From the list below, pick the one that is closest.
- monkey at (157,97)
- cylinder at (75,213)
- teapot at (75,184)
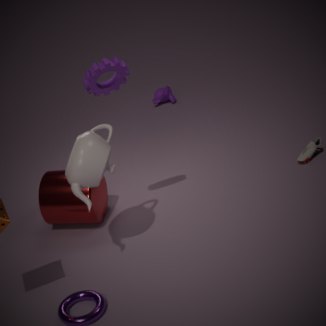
teapot at (75,184)
